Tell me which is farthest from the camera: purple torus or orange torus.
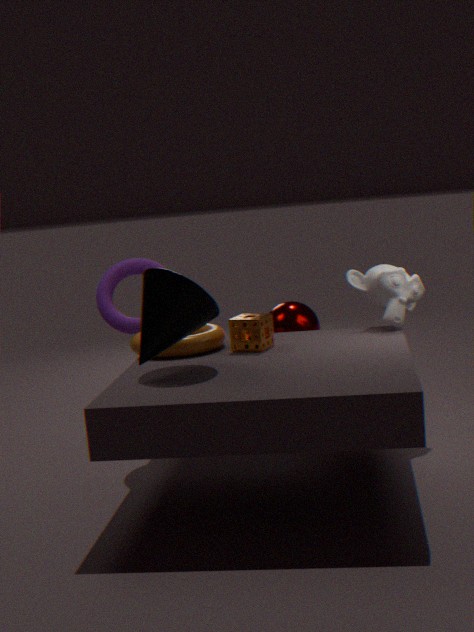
purple torus
